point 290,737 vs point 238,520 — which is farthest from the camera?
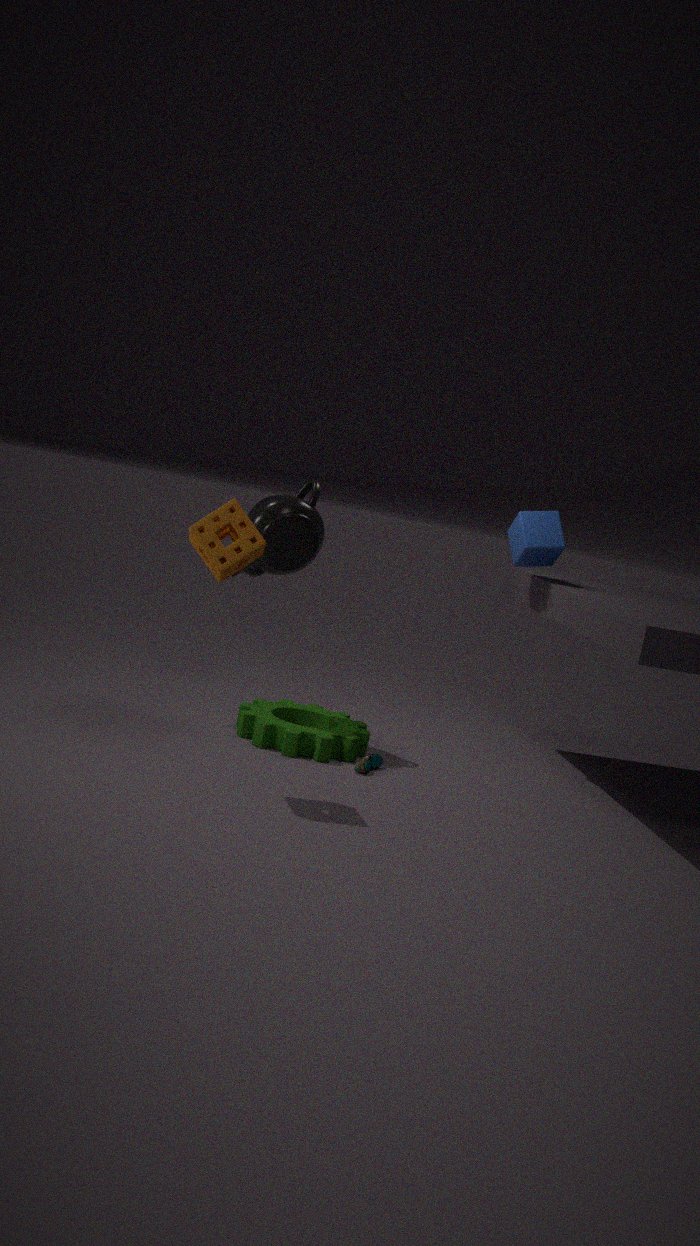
point 290,737
